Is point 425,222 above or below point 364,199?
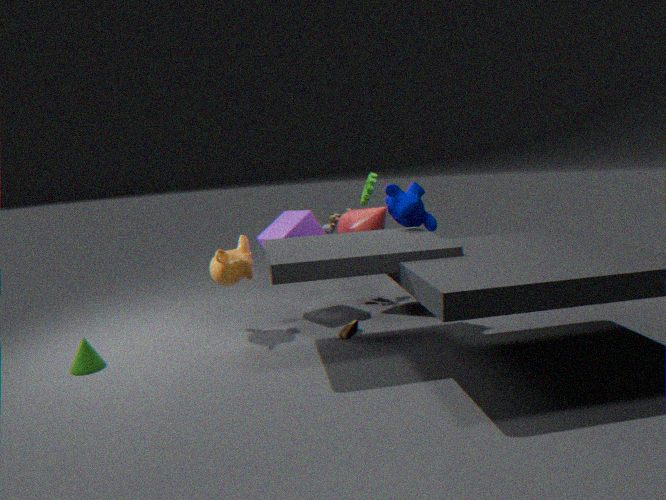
below
